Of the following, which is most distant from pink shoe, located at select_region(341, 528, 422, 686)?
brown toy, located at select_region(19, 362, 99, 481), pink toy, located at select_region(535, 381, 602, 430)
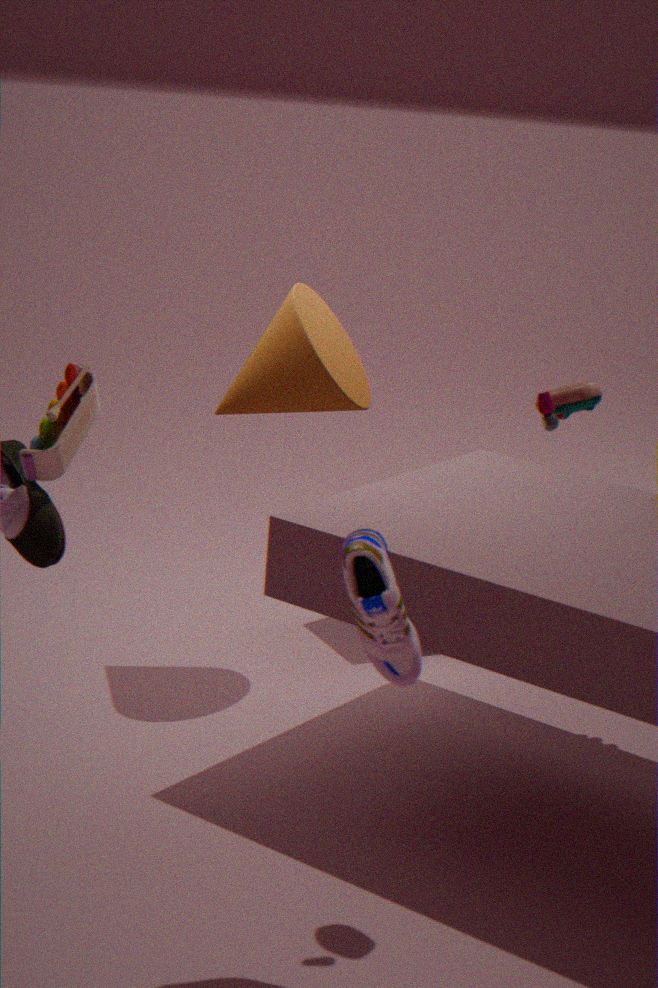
brown toy, located at select_region(19, 362, 99, 481)
